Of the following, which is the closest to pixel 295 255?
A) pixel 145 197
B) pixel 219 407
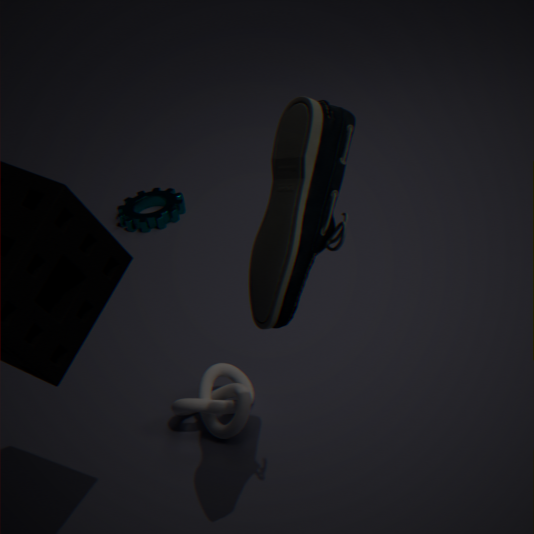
pixel 219 407
